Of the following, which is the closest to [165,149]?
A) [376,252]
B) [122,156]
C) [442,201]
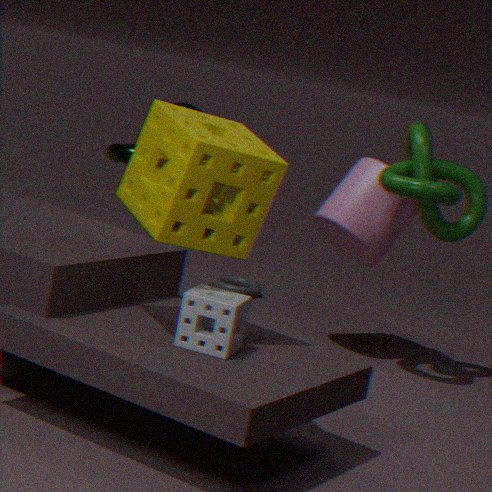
[122,156]
